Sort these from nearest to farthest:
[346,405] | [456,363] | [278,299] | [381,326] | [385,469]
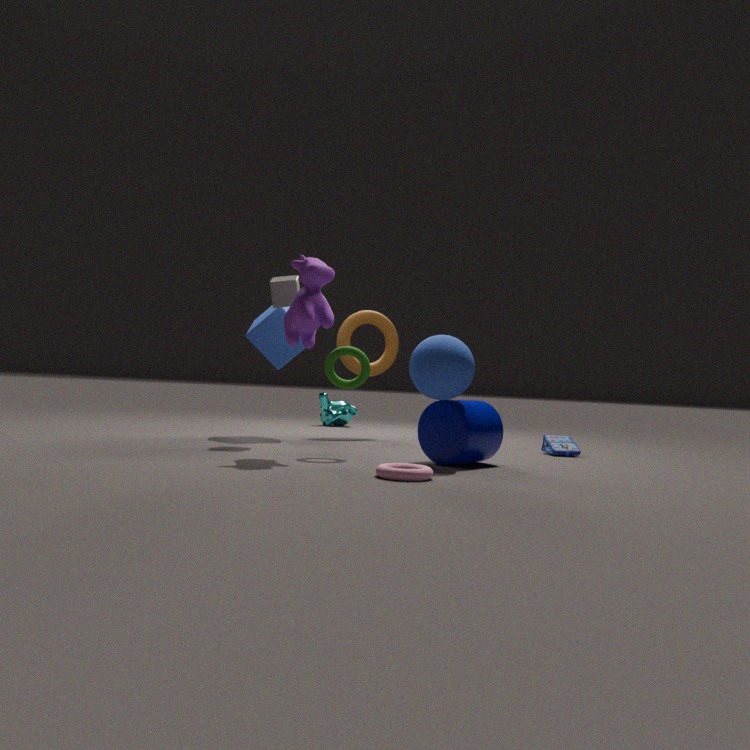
[385,469]
[456,363]
[278,299]
[381,326]
[346,405]
